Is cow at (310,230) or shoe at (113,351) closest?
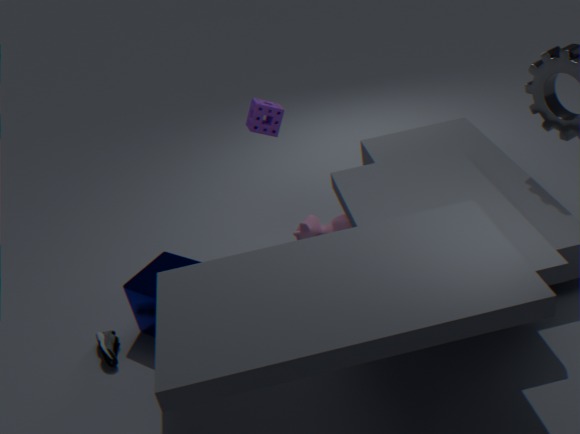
shoe at (113,351)
